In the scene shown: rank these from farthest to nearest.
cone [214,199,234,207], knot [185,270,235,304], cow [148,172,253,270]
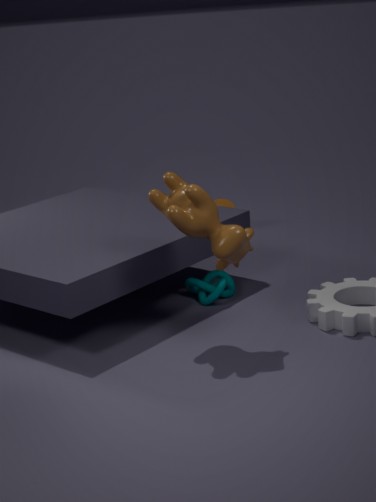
cone [214,199,234,207] < knot [185,270,235,304] < cow [148,172,253,270]
